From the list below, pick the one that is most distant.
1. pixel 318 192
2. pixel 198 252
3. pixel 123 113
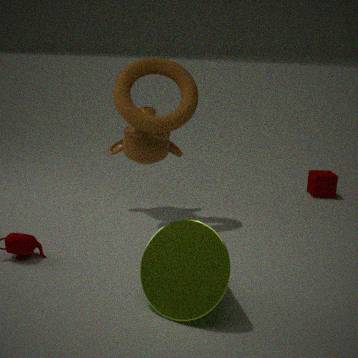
pixel 318 192
